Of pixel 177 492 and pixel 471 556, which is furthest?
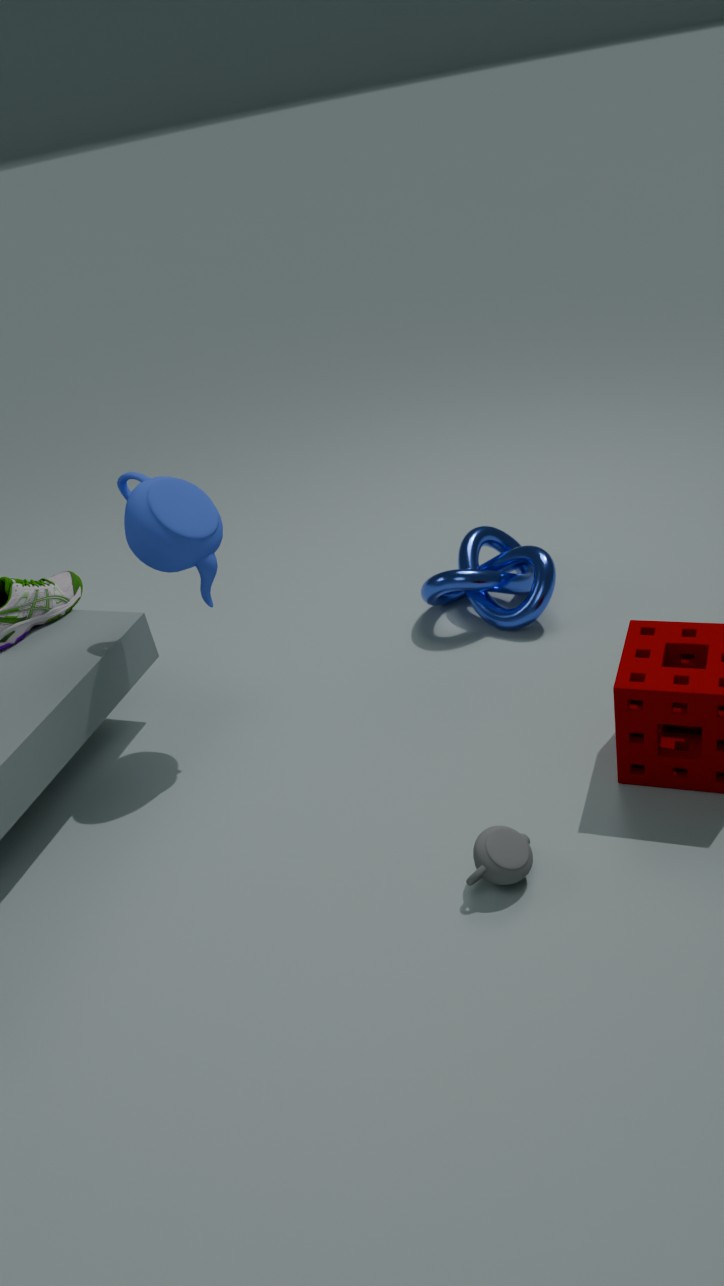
pixel 471 556
